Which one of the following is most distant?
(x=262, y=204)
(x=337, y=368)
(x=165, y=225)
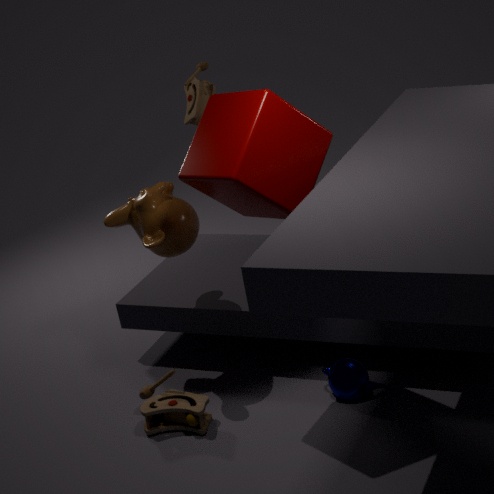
(x=165, y=225)
